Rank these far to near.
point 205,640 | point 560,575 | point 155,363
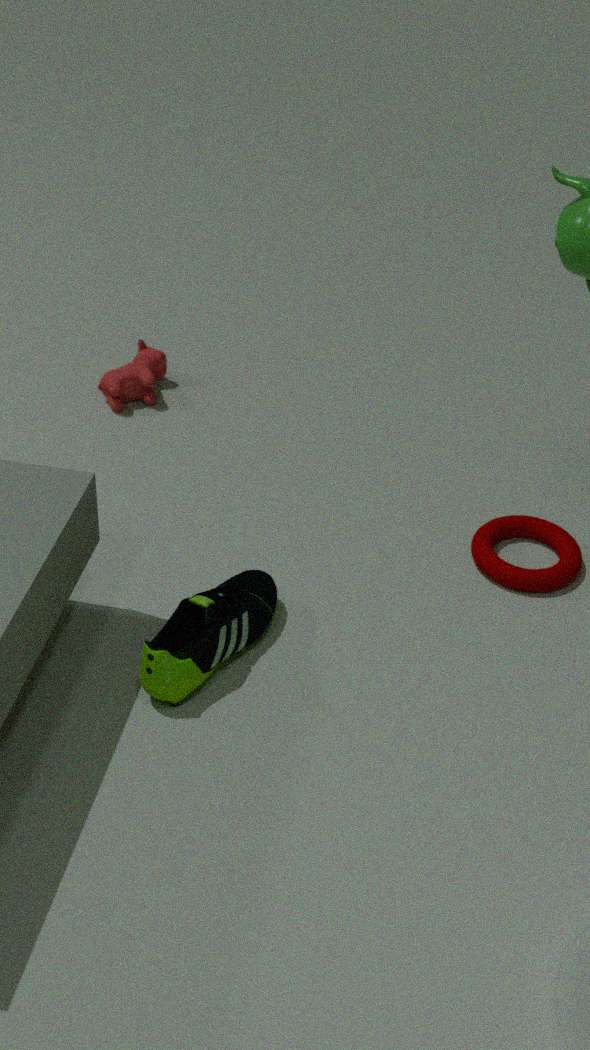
point 155,363, point 560,575, point 205,640
